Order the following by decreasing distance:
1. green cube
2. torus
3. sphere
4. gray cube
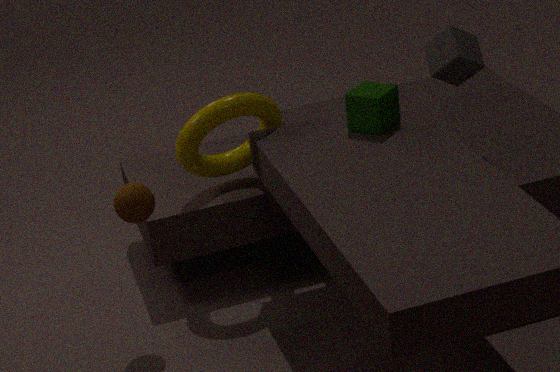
torus
gray cube
green cube
sphere
